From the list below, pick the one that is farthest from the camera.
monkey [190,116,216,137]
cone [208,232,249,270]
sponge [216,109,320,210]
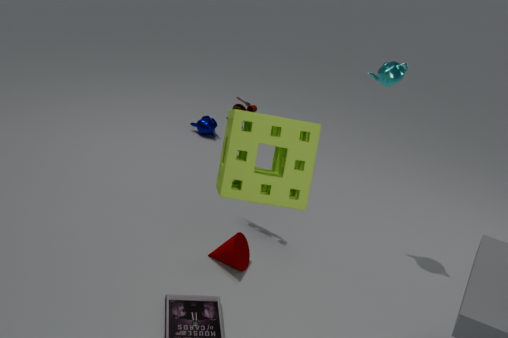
monkey [190,116,216,137]
